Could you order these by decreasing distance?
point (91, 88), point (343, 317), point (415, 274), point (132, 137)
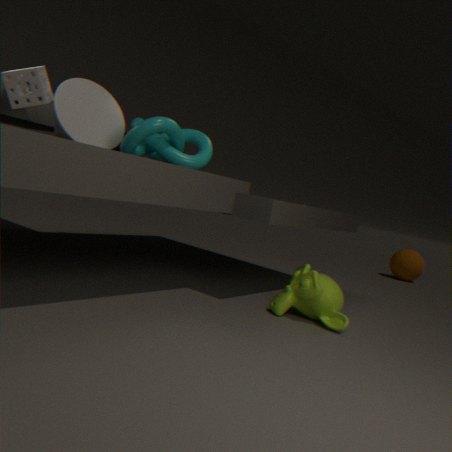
point (415, 274) → point (91, 88) → point (343, 317) → point (132, 137)
